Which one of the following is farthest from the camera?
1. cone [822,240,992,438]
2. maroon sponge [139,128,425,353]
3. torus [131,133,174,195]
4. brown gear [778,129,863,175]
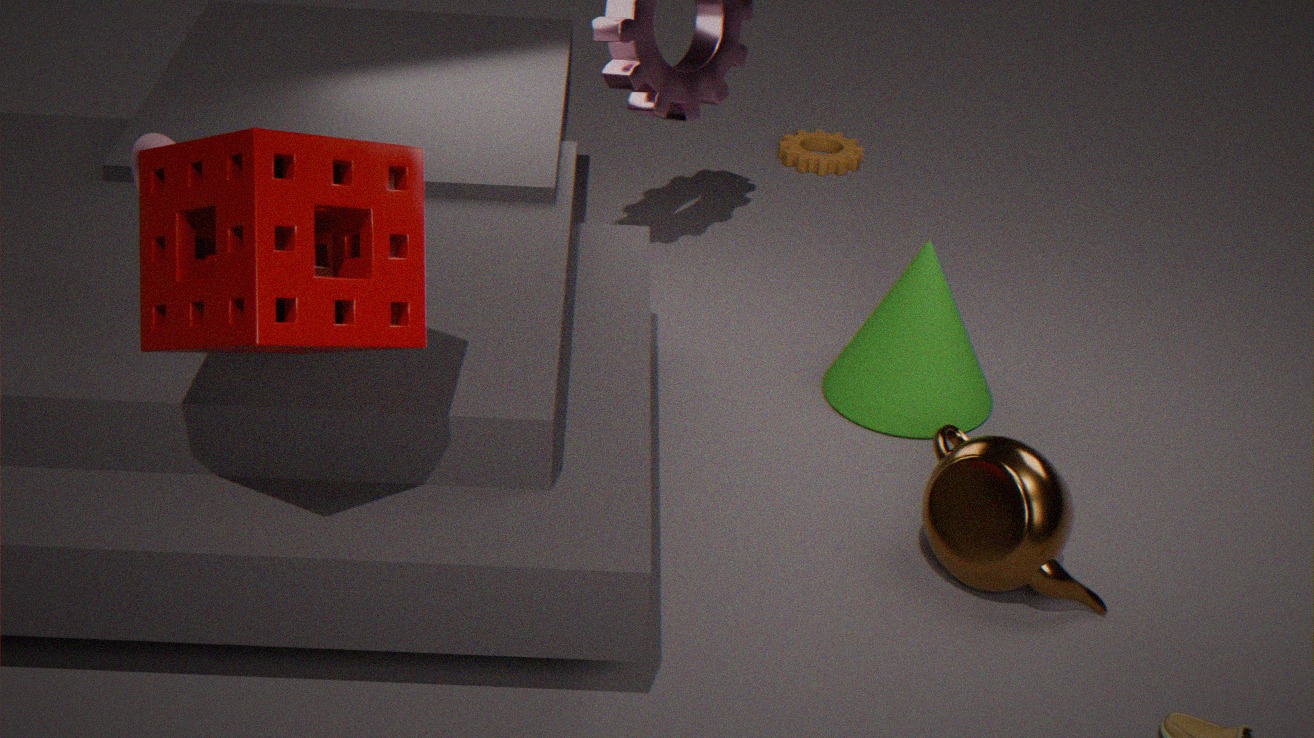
brown gear [778,129,863,175]
